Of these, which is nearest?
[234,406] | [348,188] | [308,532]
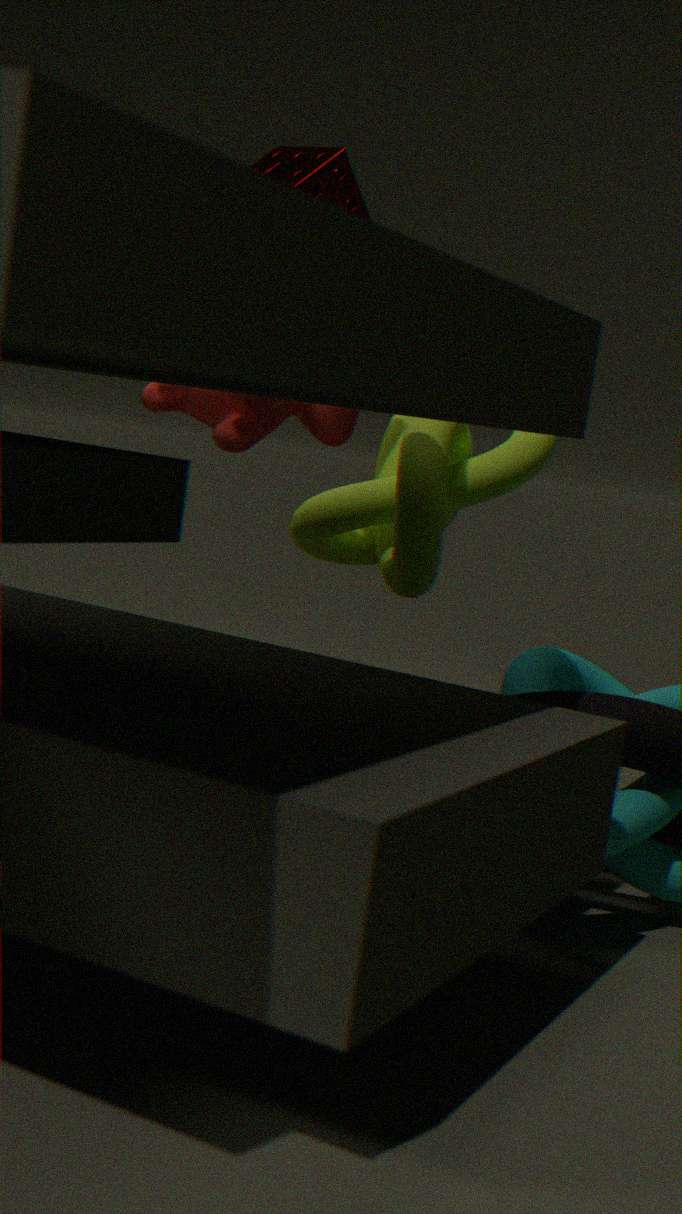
[348,188]
